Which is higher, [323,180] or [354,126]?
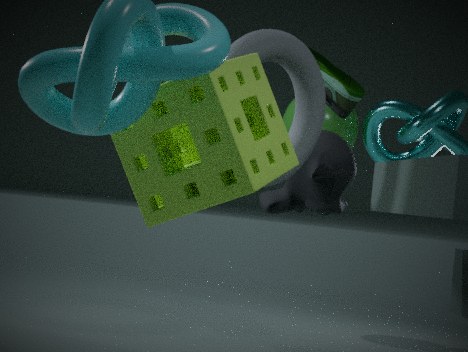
[354,126]
